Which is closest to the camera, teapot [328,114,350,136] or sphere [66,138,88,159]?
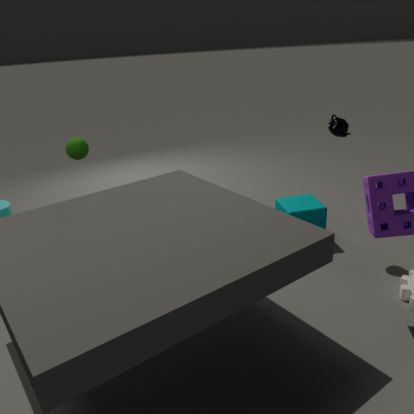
sphere [66,138,88,159]
